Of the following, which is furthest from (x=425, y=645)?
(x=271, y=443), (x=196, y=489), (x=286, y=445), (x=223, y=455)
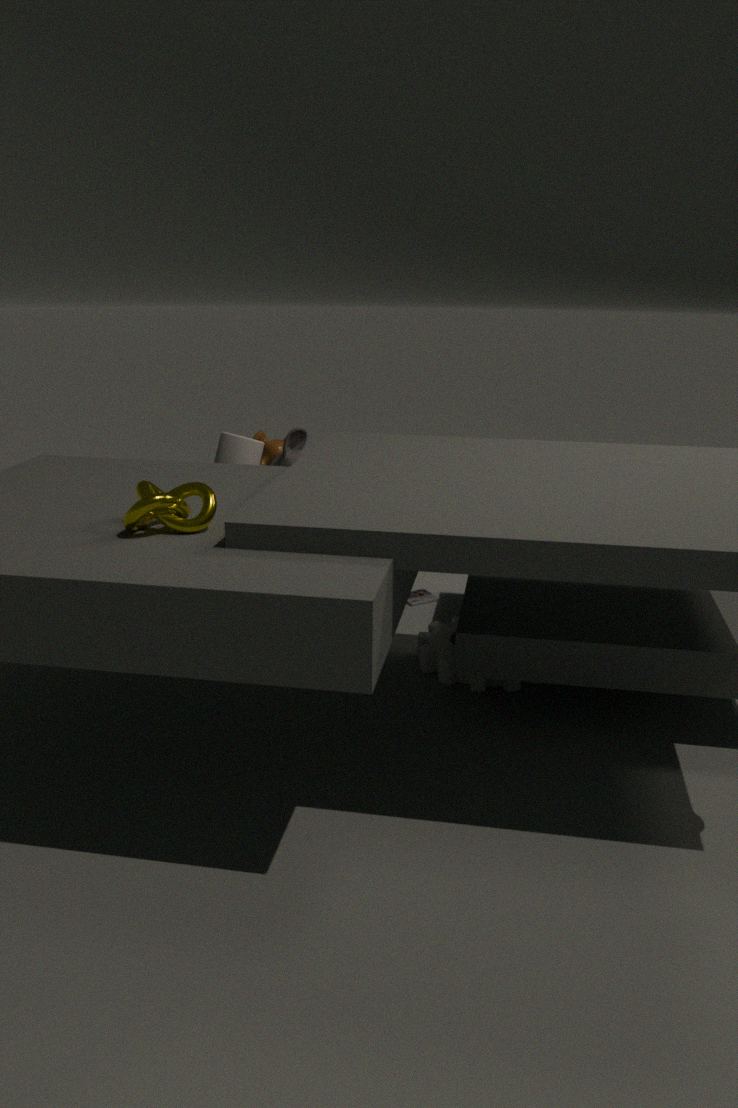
(x=196, y=489)
